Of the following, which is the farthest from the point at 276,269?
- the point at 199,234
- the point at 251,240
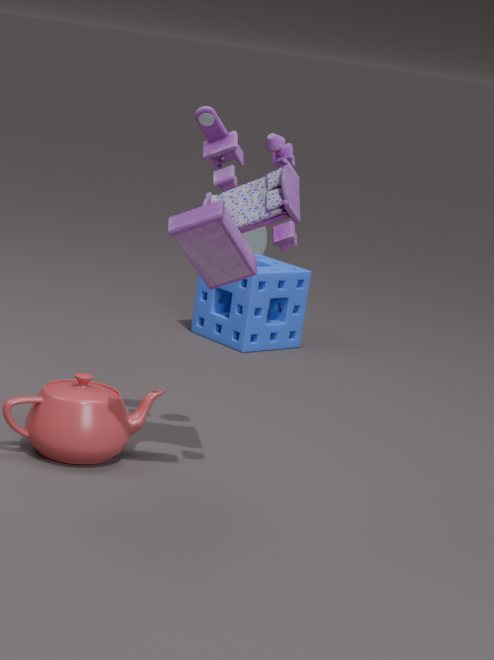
the point at 199,234
